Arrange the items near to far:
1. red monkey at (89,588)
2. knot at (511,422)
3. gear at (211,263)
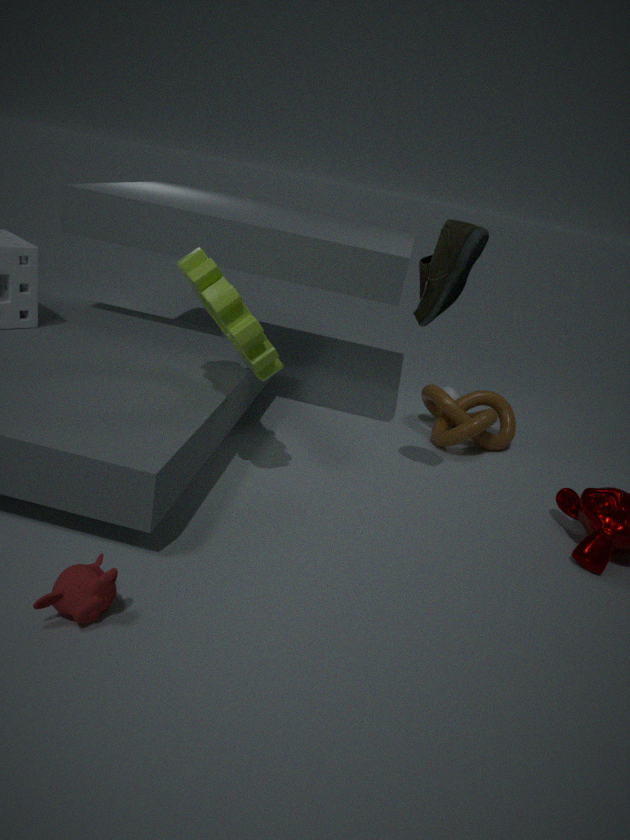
1. red monkey at (89,588)
2. gear at (211,263)
3. knot at (511,422)
